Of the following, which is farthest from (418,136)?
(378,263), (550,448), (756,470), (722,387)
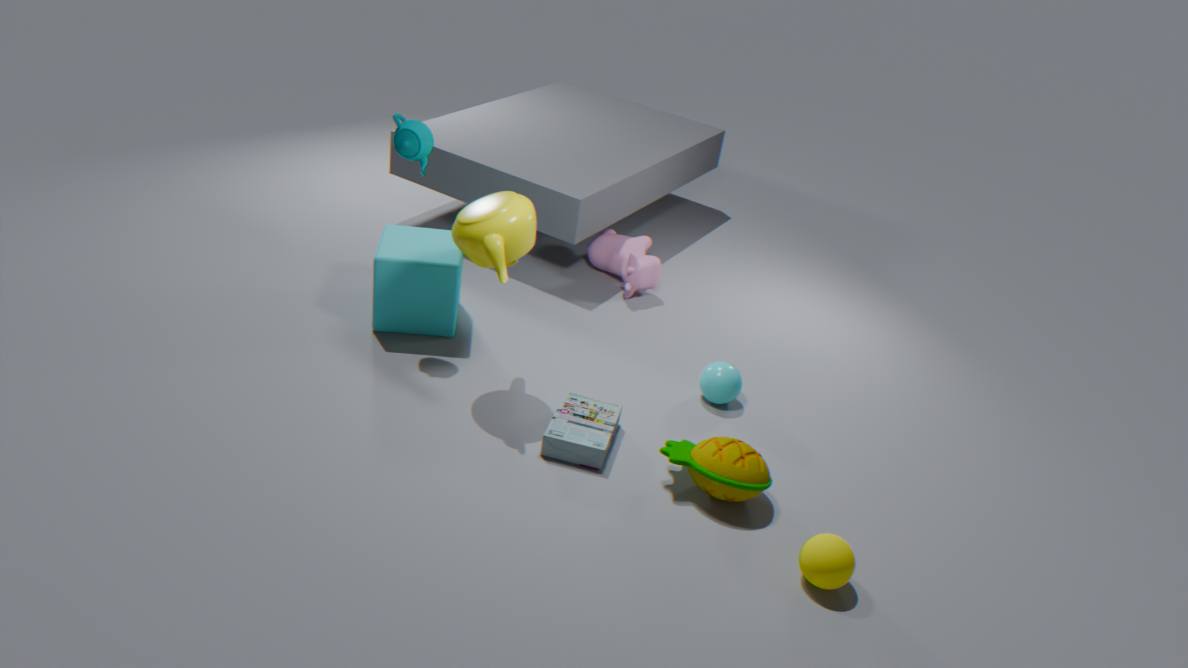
(756,470)
